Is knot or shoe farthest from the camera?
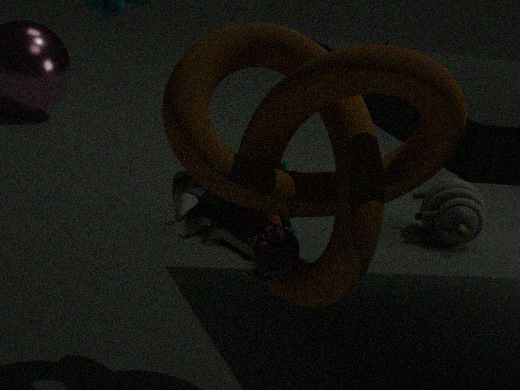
shoe
